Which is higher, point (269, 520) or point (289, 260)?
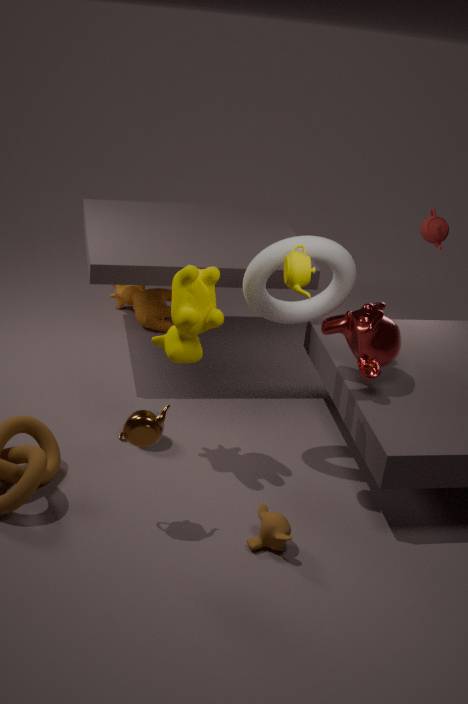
point (289, 260)
